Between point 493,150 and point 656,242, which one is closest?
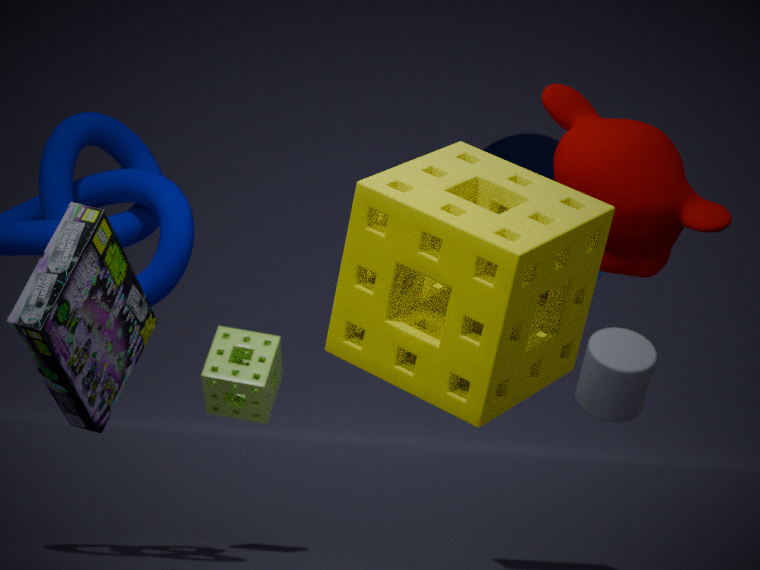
point 656,242
